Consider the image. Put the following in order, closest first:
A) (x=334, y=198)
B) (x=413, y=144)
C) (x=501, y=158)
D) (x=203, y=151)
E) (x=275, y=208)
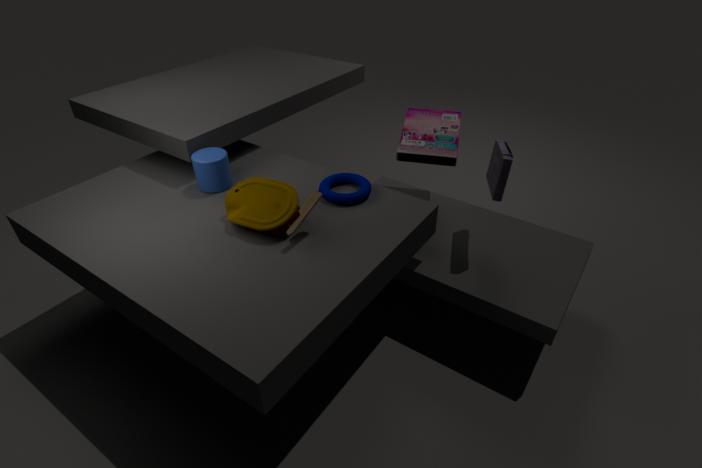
(x=275, y=208) → (x=501, y=158) → (x=334, y=198) → (x=203, y=151) → (x=413, y=144)
